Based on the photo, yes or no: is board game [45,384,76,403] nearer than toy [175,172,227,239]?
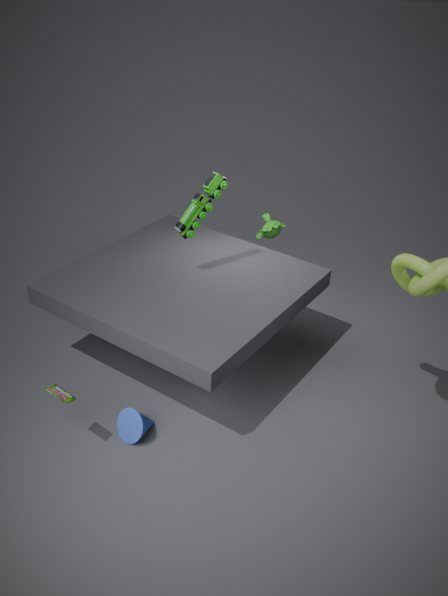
Yes
